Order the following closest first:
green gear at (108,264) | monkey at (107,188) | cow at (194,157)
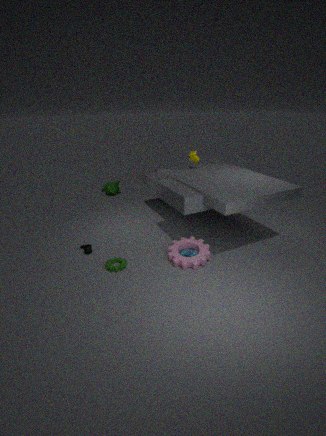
1. green gear at (108,264)
2. cow at (194,157)
3. monkey at (107,188)
